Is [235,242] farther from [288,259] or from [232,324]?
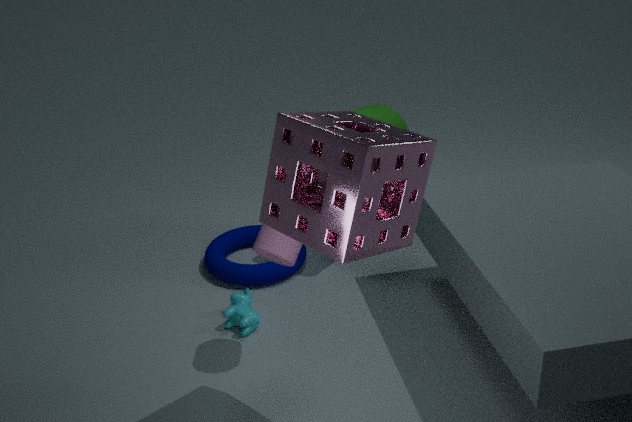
[288,259]
